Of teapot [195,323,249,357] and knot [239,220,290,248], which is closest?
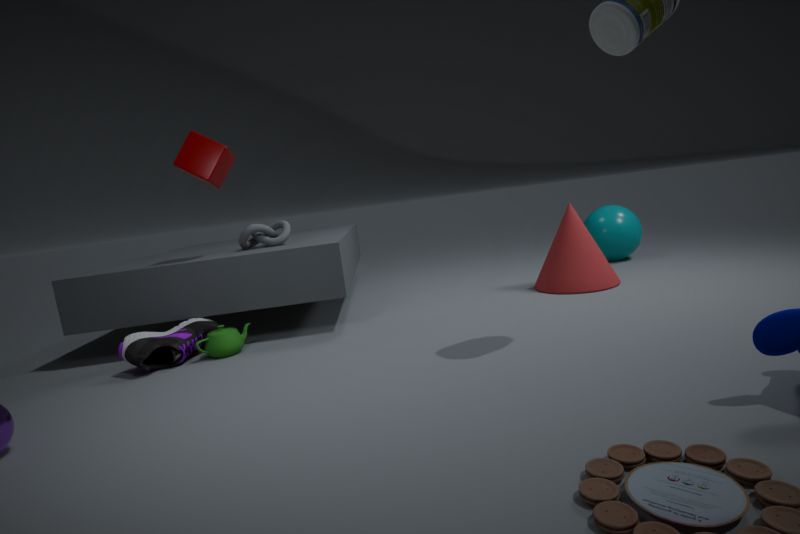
teapot [195,323,249,357]
